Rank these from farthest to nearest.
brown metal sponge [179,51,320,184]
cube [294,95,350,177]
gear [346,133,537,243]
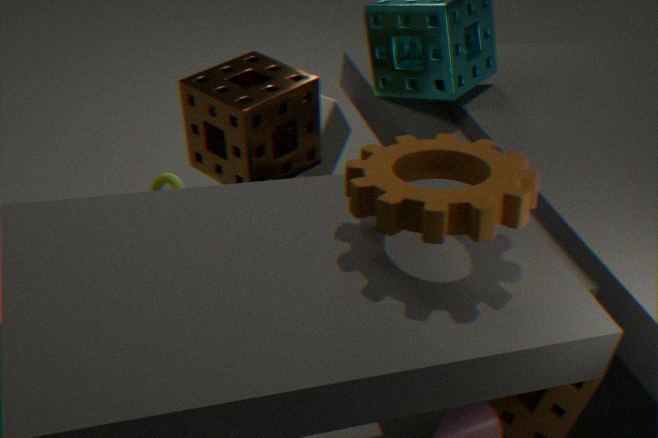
cube [294,95,350,177]
brown metal sponge [179,51,320,184]
gear [346,133,537,243]
